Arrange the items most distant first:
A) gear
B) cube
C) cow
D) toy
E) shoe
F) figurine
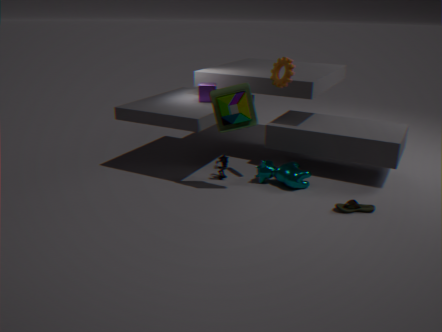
cube, figurine, cow, gear, toy, shoe
